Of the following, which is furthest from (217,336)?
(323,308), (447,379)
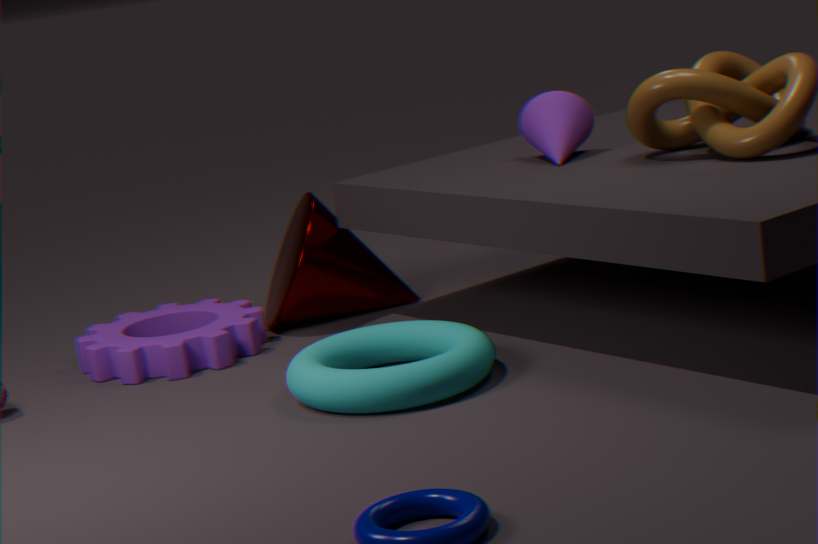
(447,379)
